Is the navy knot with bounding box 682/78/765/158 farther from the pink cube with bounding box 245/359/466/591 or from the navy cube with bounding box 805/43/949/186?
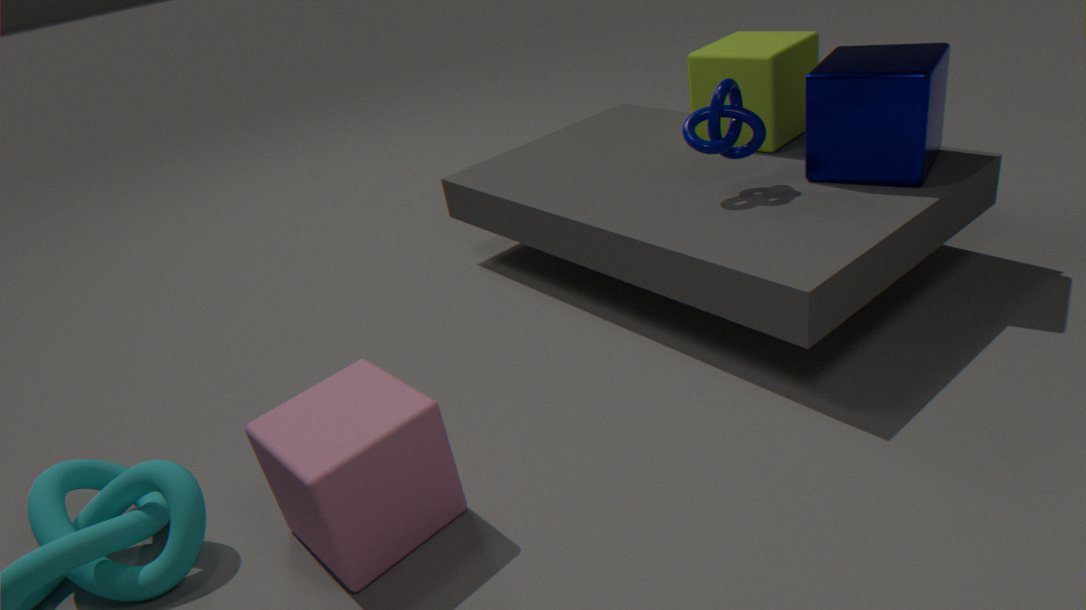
the pink cube with bounding box 245/359/466/591
